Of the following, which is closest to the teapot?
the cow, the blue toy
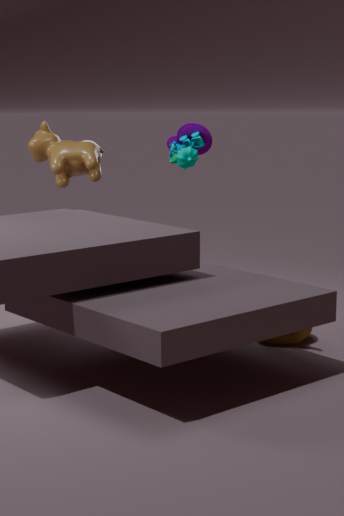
the blue toy
